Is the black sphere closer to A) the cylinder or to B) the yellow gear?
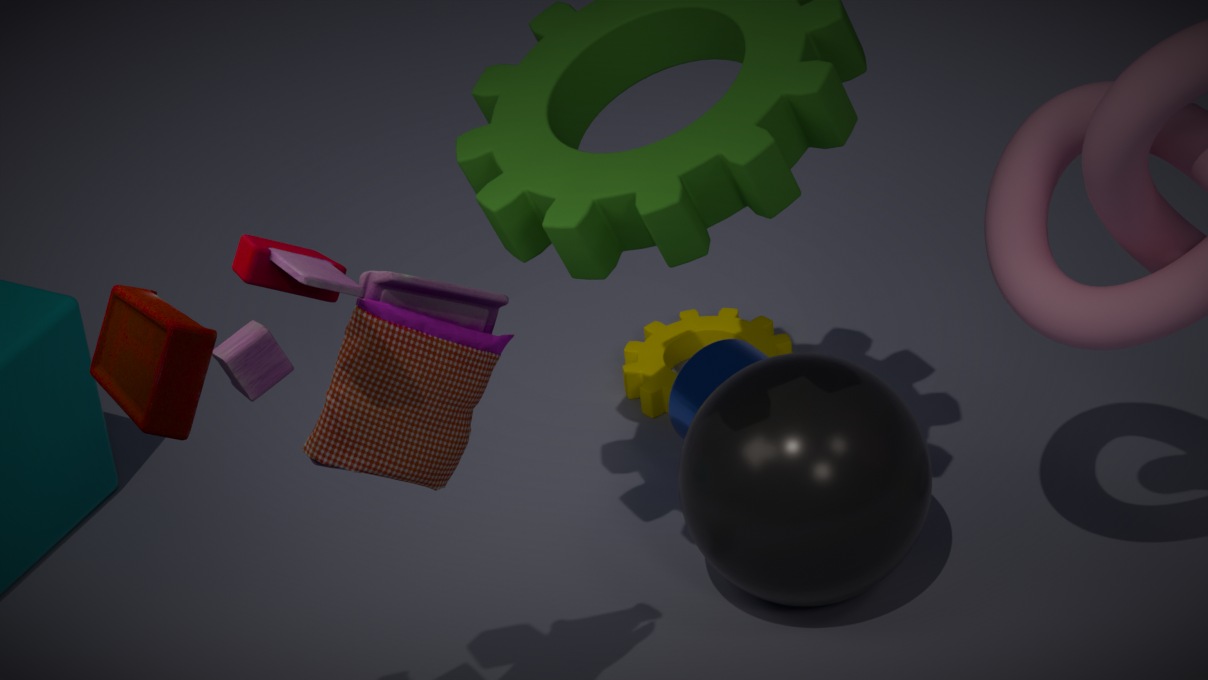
A) the cylinder
